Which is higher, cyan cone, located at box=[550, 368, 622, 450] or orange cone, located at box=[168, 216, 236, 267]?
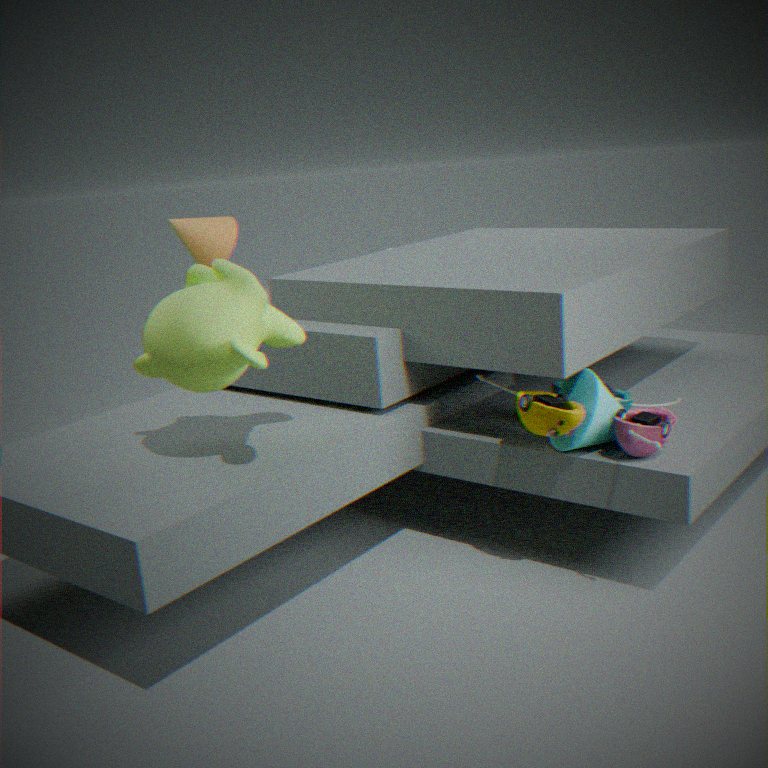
orange cone, located at box=[168, 216, 236, 267]
